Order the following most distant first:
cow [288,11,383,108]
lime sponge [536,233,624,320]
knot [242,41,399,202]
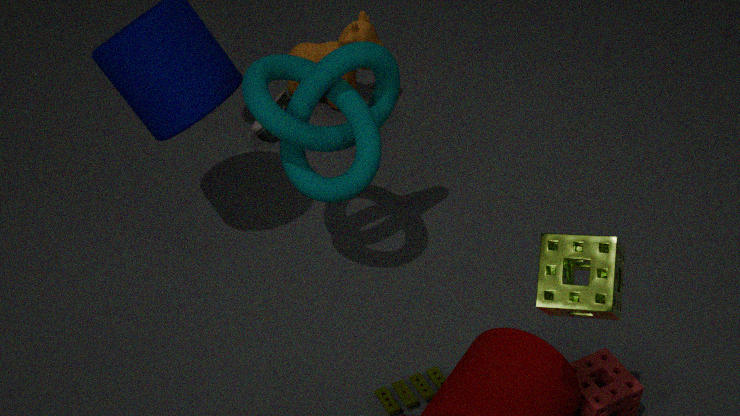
cow [288,11,383,108], knot [242,41,399,202], lime sponge [536,233,624,320]
